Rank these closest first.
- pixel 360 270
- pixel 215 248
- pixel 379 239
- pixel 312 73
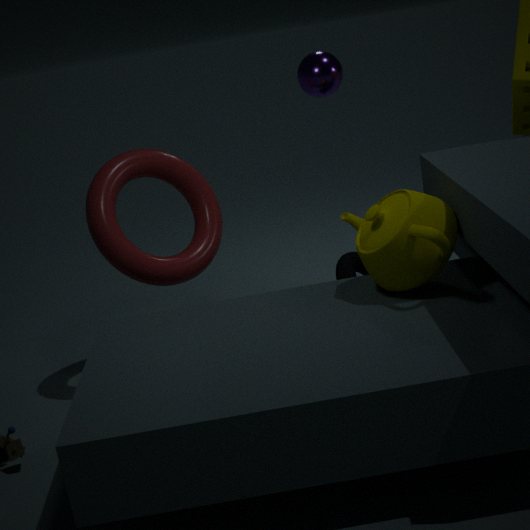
pixel 379 239 < pixel 215 248 < pixel 312 73 < pixel 360 270
